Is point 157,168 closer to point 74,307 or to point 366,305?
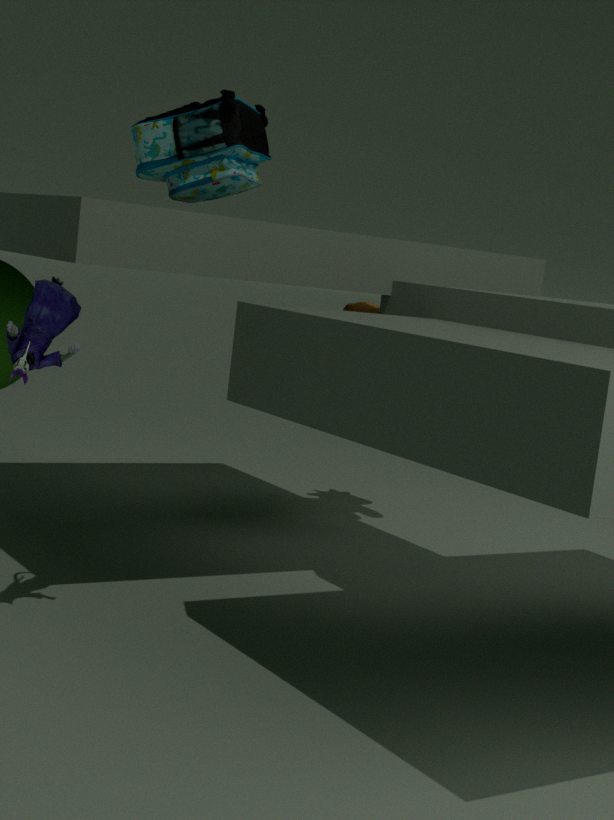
point 74,307
